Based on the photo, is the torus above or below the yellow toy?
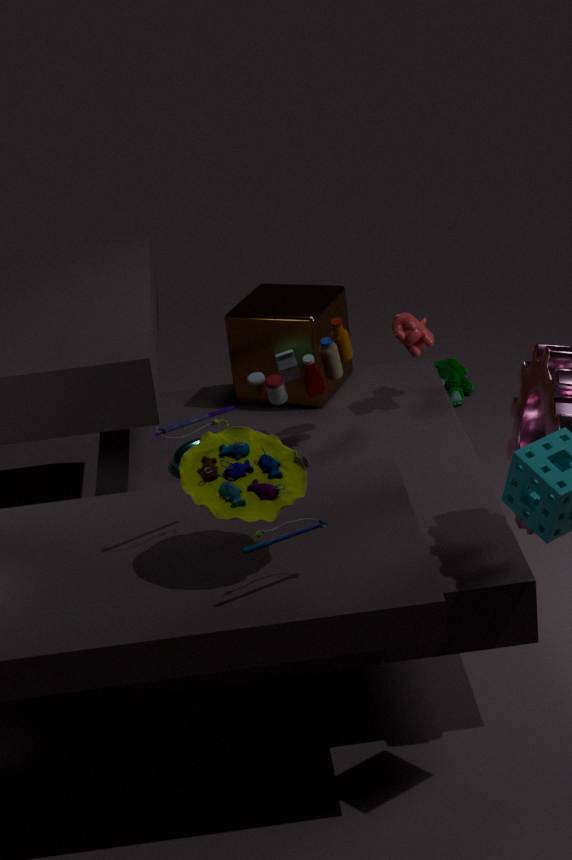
below
